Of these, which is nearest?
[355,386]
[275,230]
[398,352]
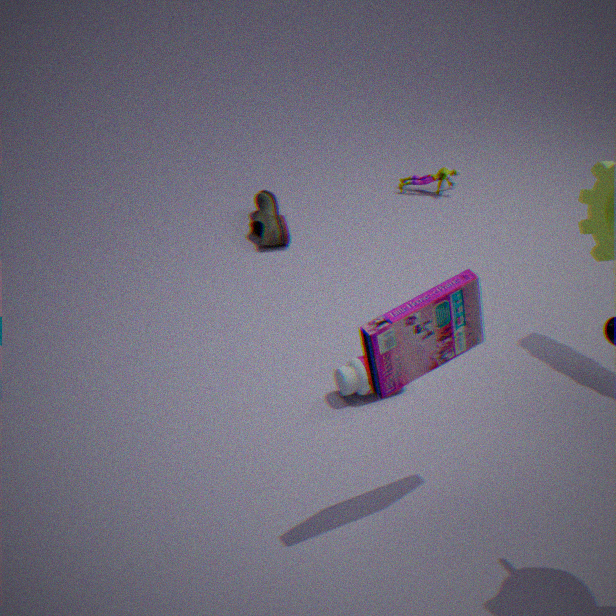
[398,352]
